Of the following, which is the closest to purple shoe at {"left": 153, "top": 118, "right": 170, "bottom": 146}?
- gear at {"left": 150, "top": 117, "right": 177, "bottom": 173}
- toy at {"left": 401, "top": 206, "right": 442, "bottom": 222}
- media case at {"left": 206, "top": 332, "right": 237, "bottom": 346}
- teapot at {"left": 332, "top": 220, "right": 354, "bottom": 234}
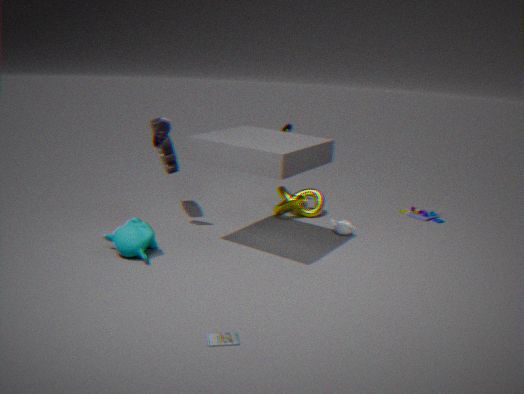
gear at {"left": 150, "top": 117, "right": 177, "bottom": 173}
